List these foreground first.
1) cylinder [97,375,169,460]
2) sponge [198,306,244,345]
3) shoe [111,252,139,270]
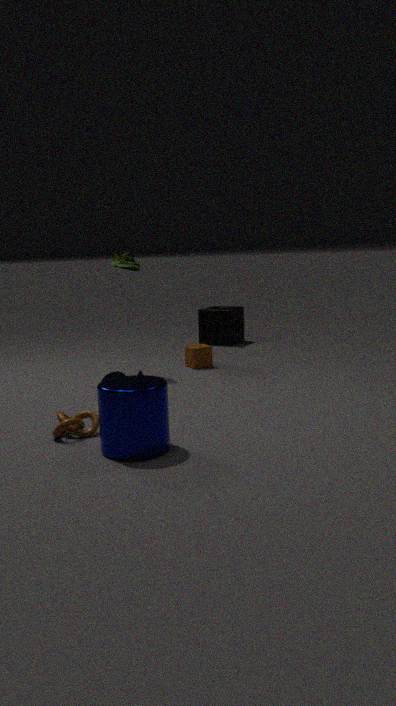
1. cylinder [97,375,169,460]
3. shoe [111,252,139,270]
2. sponge [198,306,244,345]
